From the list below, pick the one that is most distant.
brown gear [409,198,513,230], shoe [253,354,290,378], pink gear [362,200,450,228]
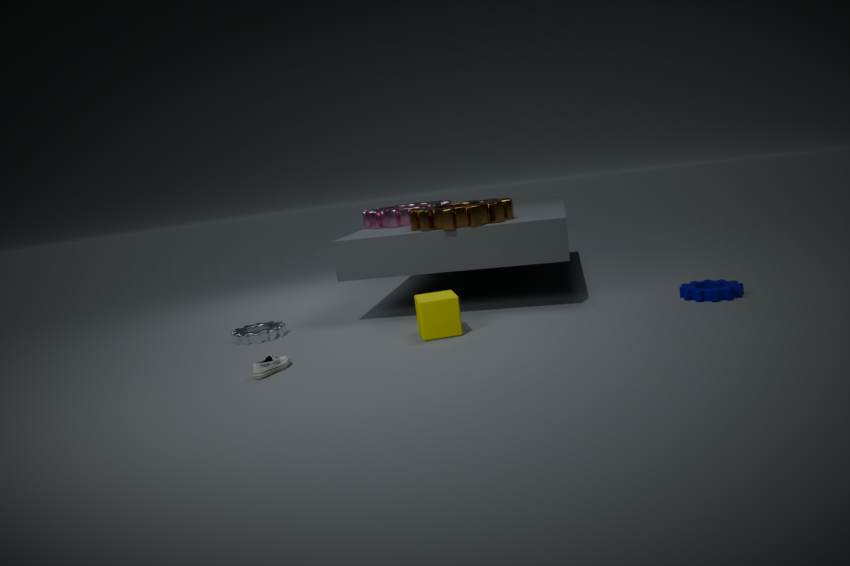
pink gear [362,200,450,228]
